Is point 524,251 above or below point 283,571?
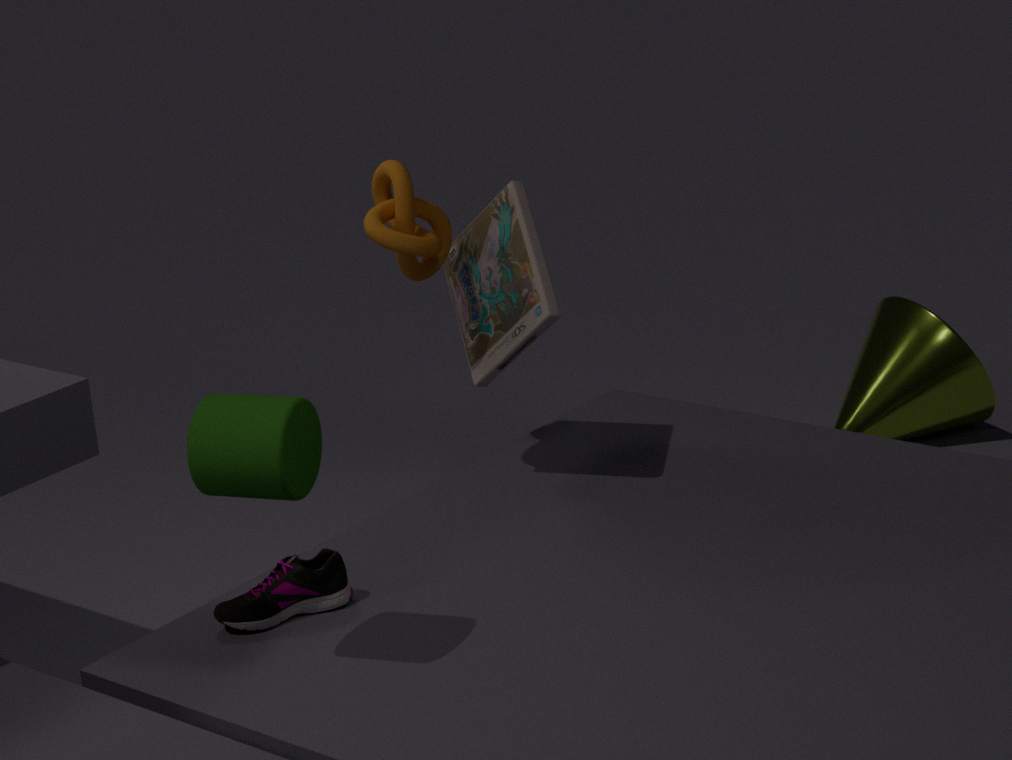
above
